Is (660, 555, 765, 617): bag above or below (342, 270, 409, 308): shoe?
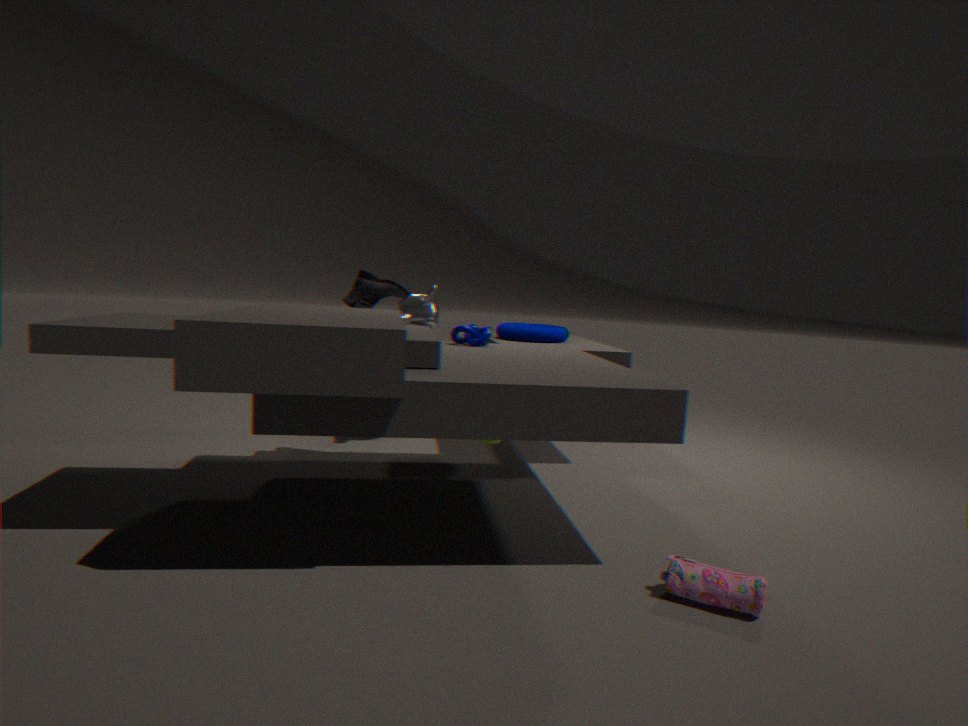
below
